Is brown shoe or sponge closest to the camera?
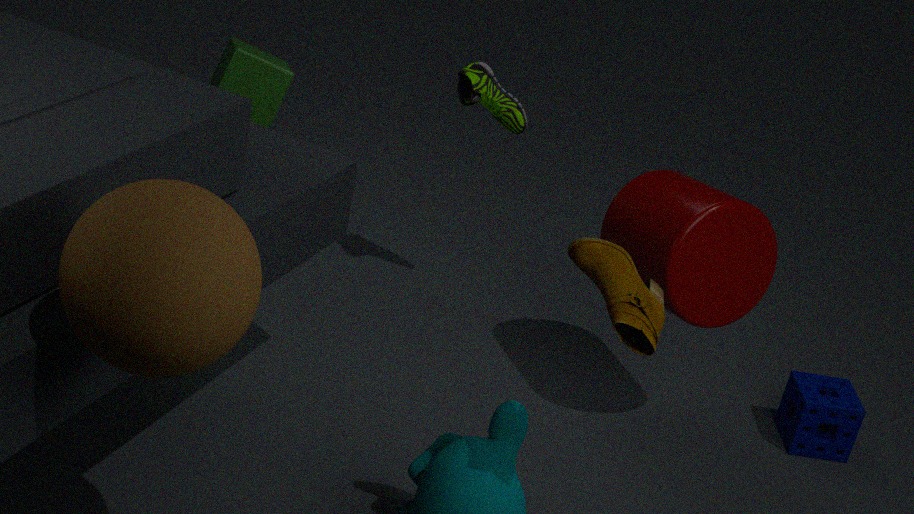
brown shoe
